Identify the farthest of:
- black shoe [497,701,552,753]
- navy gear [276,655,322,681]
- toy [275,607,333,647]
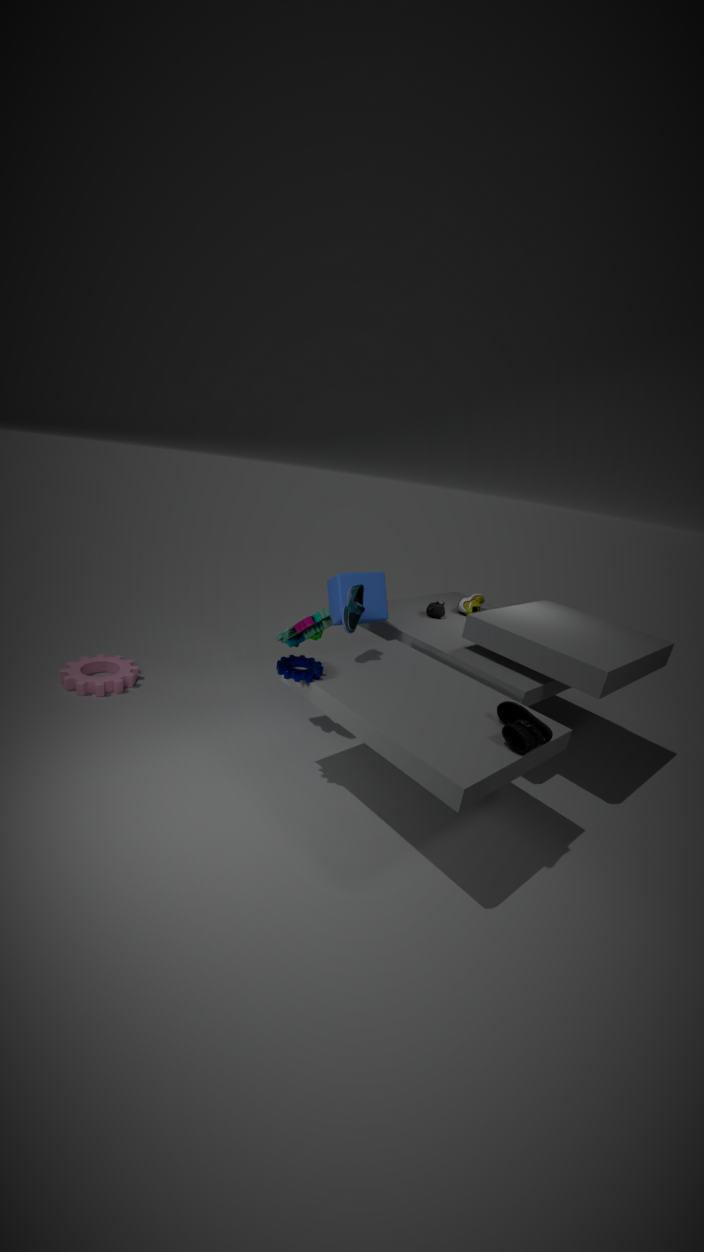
toy [275,607,333,647]
